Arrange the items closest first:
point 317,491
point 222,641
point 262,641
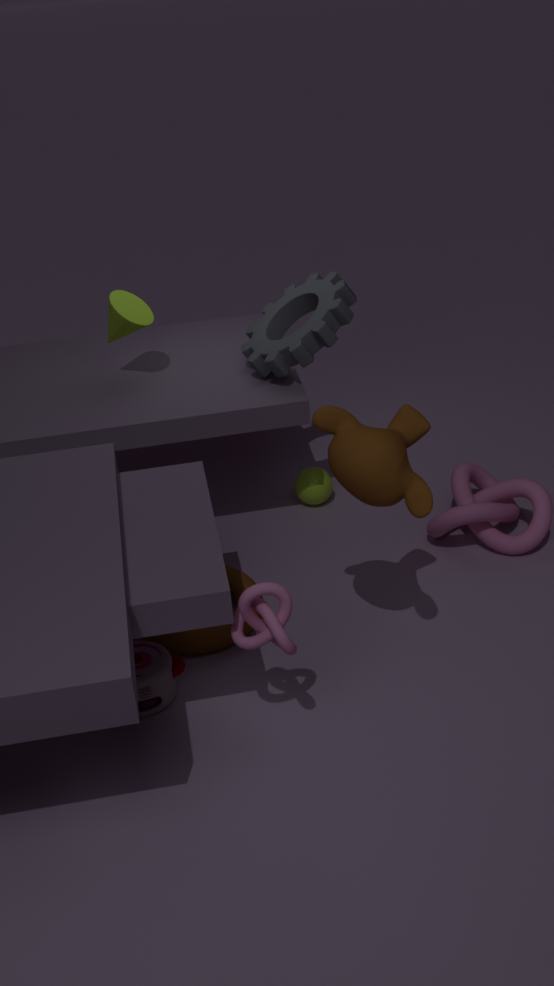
point 262,641, point 222,641, point 317,491
